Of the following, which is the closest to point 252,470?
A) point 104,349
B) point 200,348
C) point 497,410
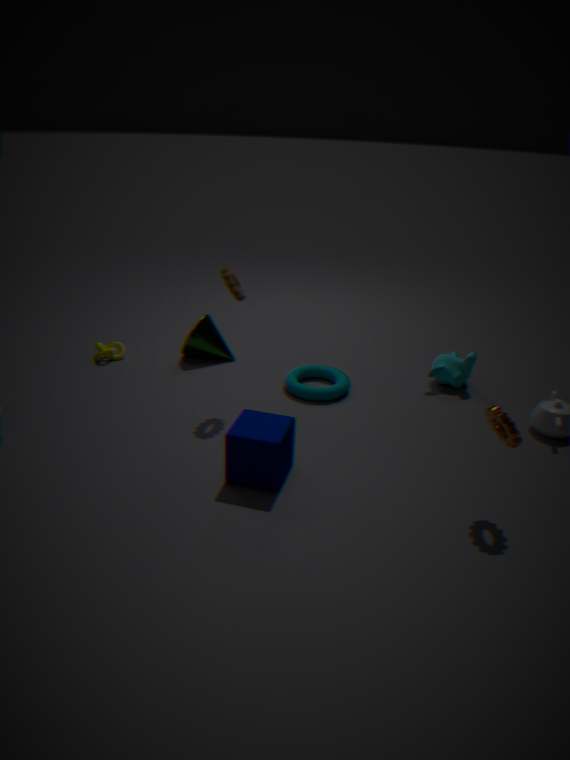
point 497,410
